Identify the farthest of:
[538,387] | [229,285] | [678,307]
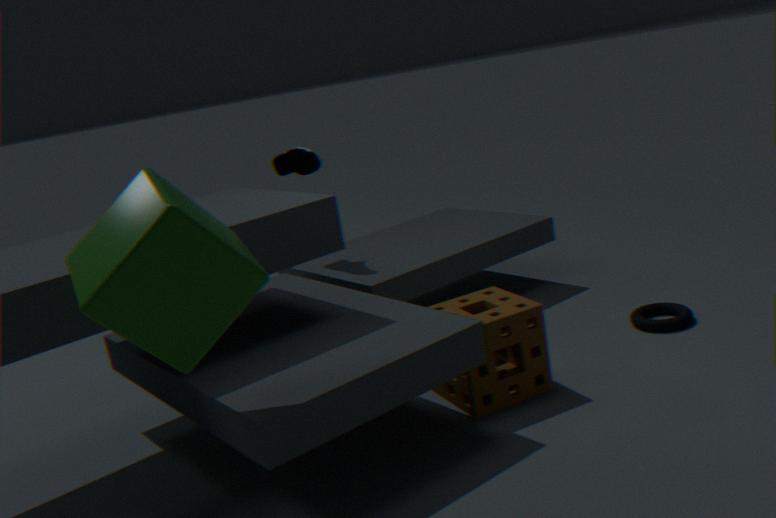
[678,307]
